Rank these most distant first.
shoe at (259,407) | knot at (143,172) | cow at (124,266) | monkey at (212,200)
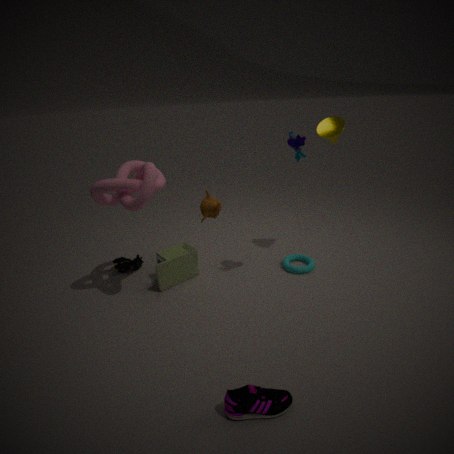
cow at (124,266)
monkey at (212,200)
knot at (143,172)
shoe at (259,407)
